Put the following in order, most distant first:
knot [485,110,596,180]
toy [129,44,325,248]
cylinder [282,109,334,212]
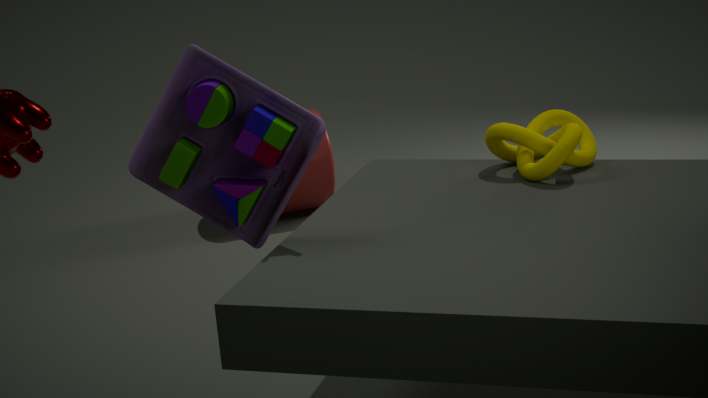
1. cylinder [282,109,334,212]
2. knot [485,110,596,180]
3. toy [129,44,325,248]
